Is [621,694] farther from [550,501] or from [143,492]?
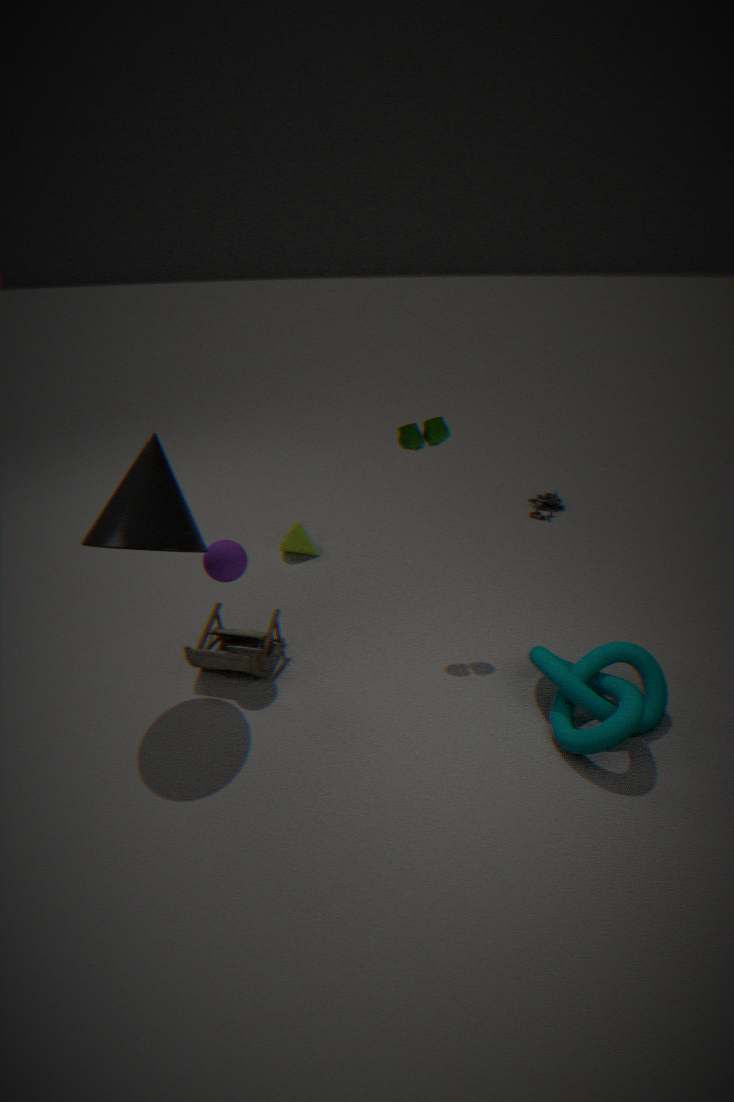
[550,501]
